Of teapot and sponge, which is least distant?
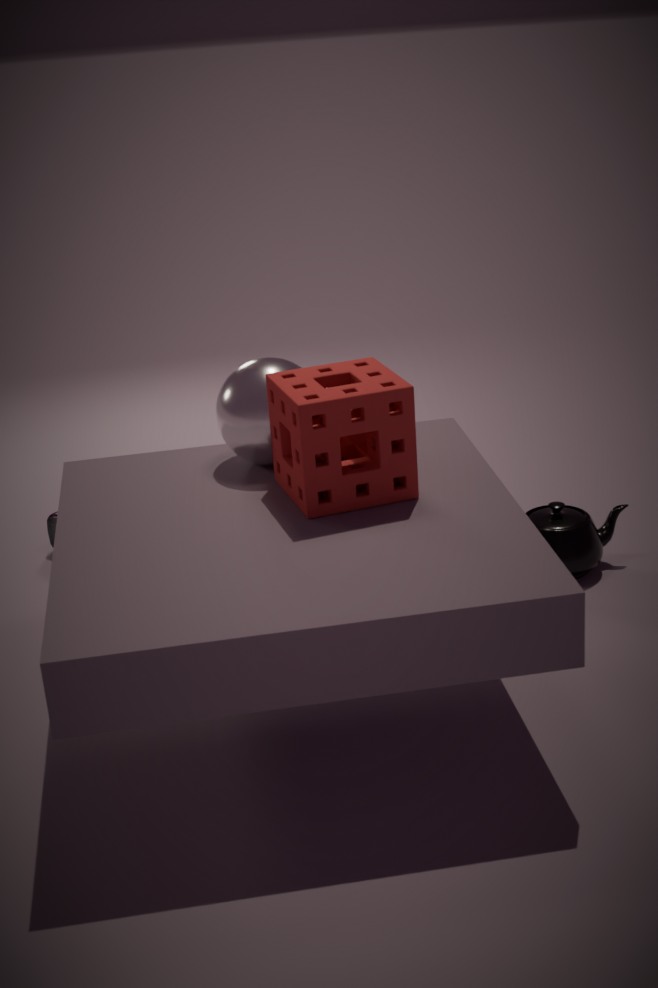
sponge
